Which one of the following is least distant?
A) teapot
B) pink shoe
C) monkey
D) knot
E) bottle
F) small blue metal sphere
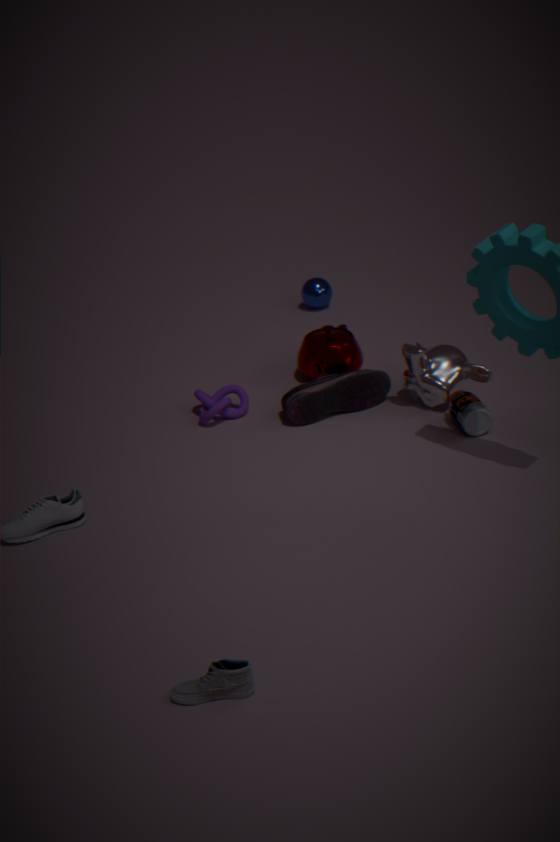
bottle
